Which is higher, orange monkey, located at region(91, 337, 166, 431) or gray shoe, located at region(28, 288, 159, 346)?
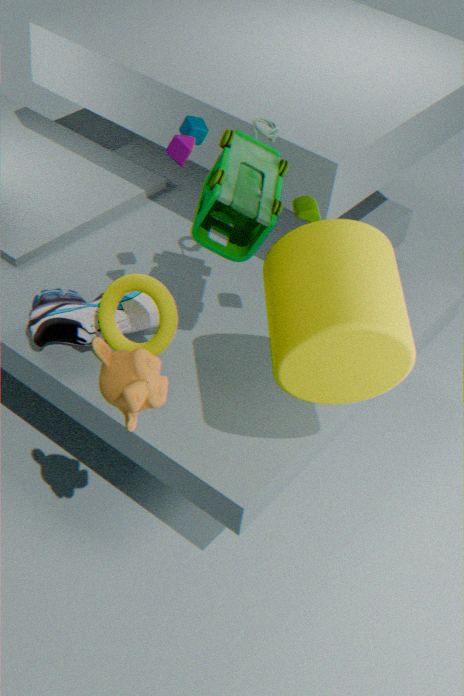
orange monkey, located at region(91, 337, 166, 431)
